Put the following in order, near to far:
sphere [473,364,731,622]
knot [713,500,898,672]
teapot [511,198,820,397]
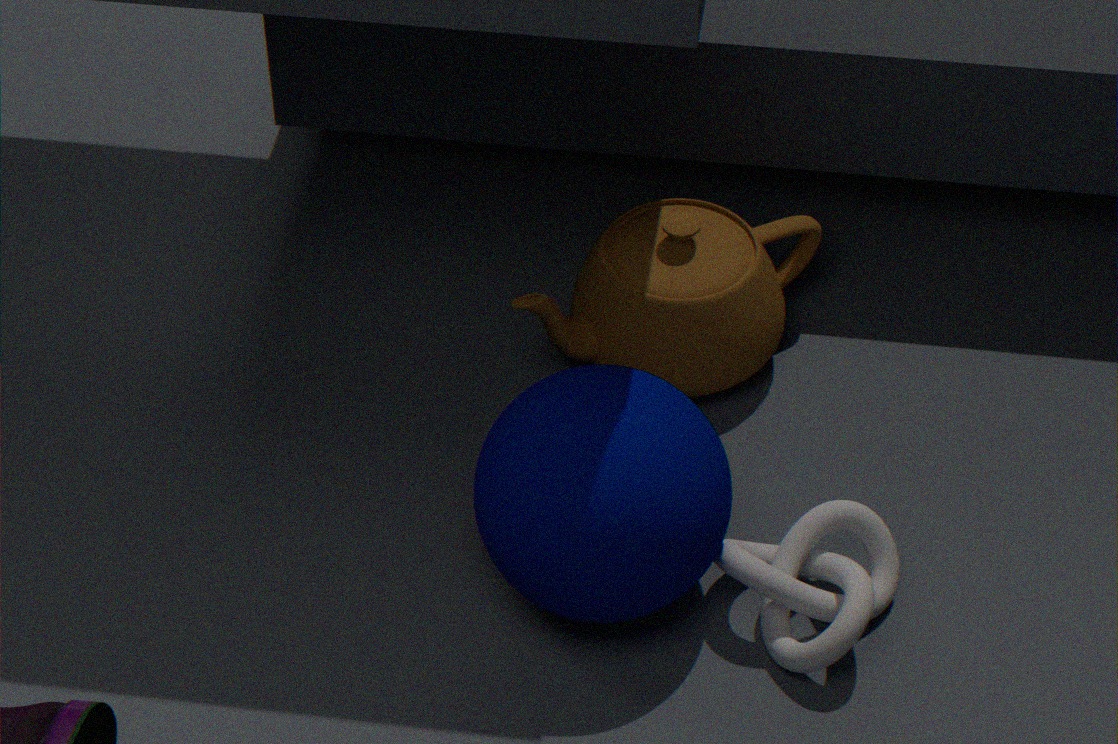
sphere [473,364,731,622]
knot [713,500,898,672]
teapot [511,198,820,397]
